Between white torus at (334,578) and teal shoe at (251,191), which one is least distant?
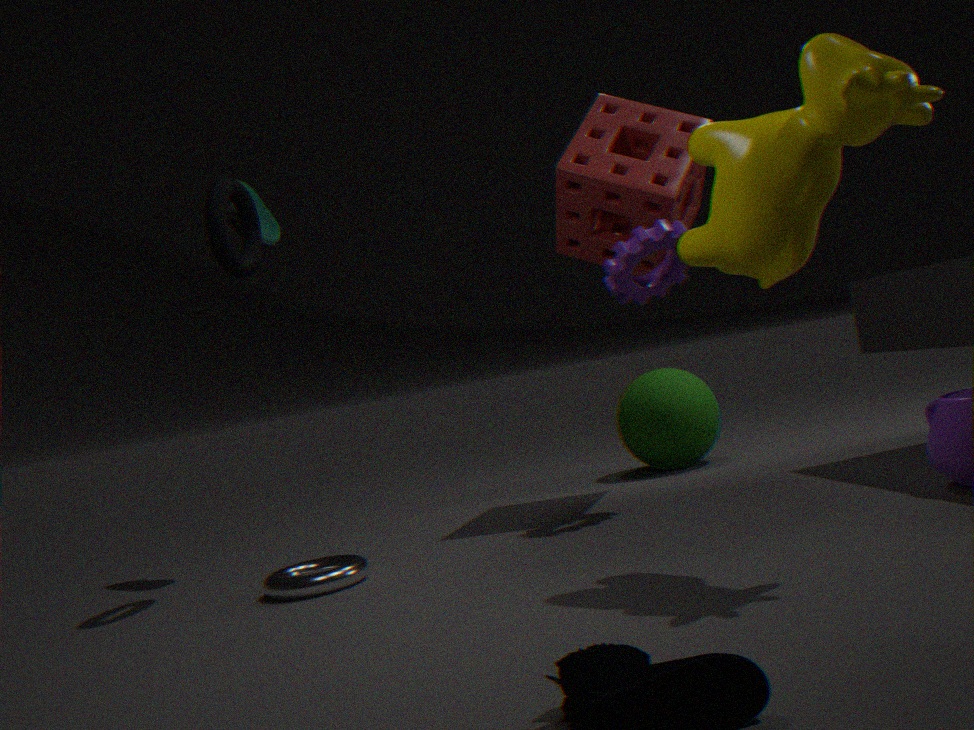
white torus at (334,578)
